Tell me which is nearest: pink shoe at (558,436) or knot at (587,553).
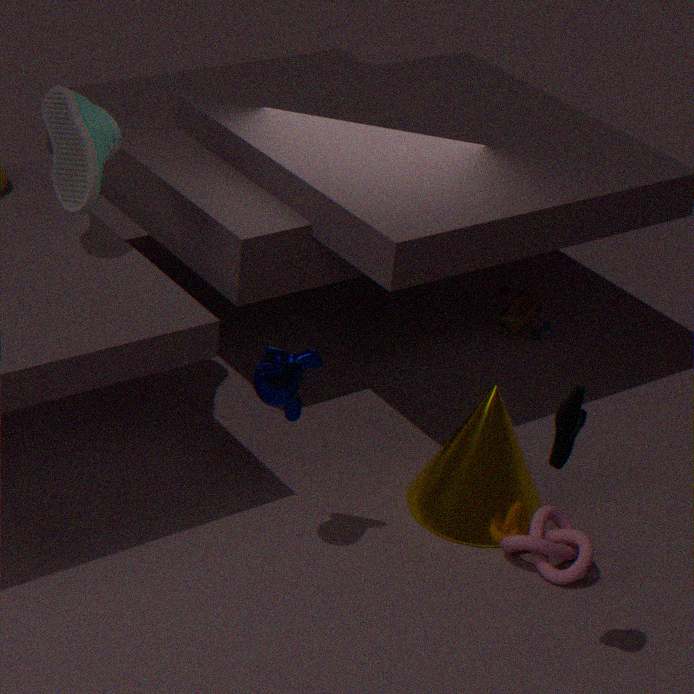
pink shoe at (558,436)
